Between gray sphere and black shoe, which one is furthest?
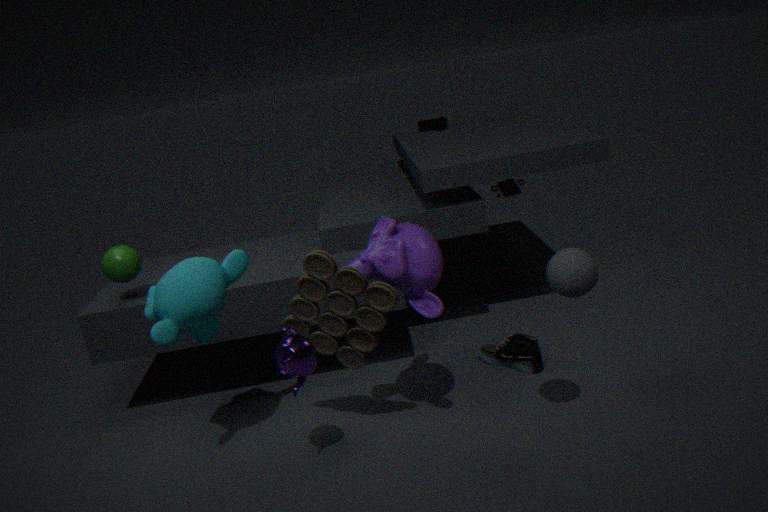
black shoe
